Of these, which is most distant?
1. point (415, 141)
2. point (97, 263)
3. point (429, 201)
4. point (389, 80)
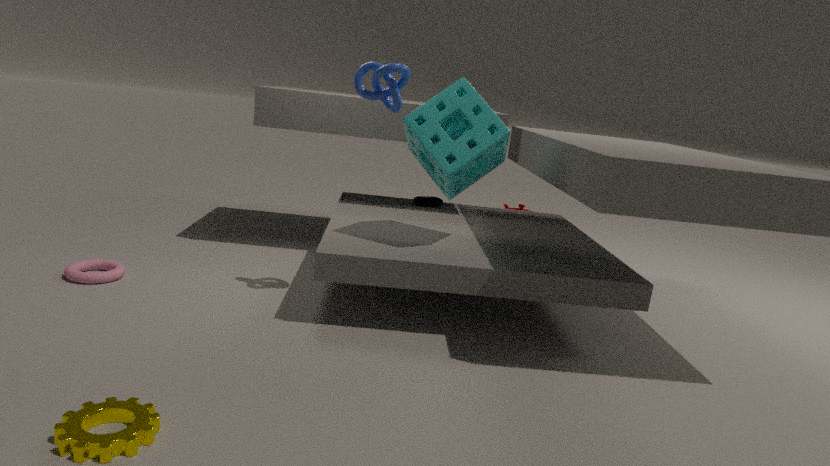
point (429, 201)
